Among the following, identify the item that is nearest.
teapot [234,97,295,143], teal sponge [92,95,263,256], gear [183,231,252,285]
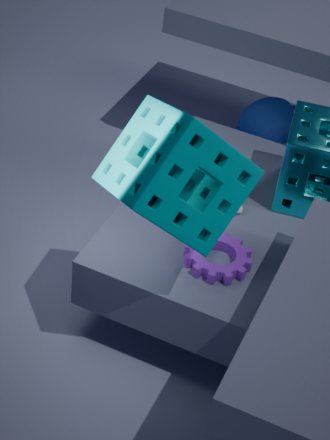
teal sponge [92,95,263,256]
